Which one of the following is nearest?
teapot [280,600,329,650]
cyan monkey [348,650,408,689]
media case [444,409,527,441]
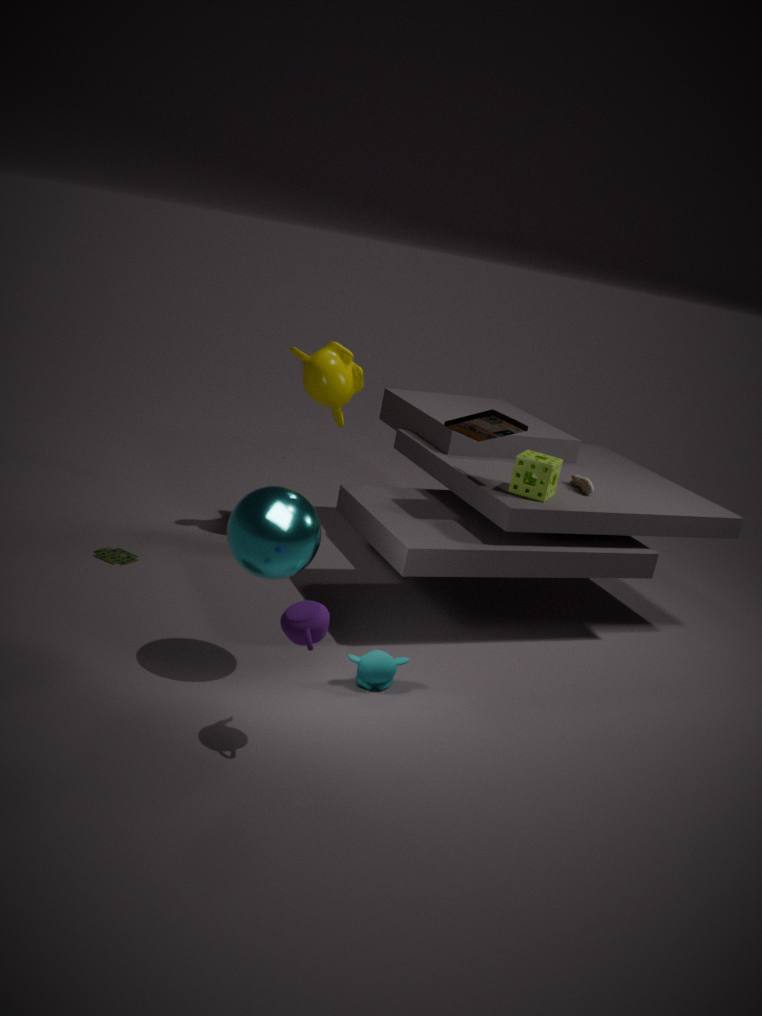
teapot [280,600,329,650]
